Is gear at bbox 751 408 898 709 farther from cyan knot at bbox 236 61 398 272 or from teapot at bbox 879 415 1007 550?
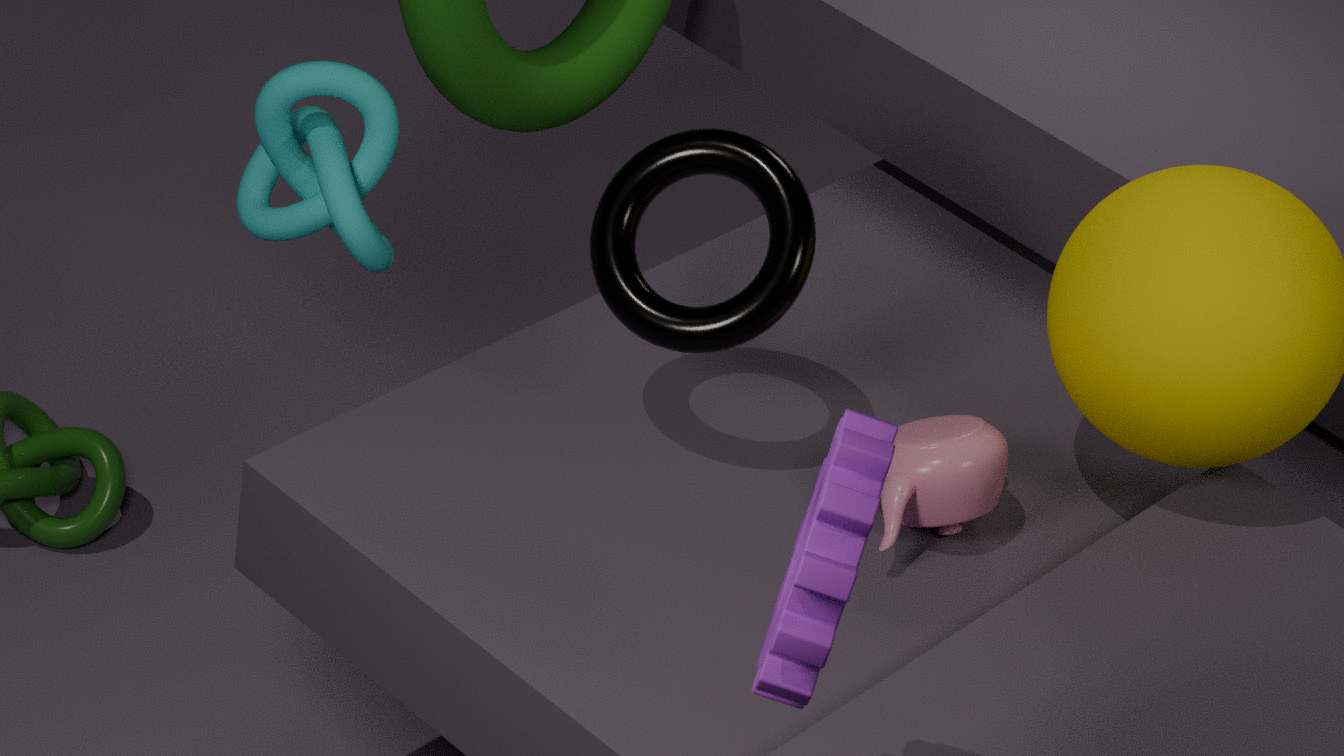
cyan knot at bbox 236 61 398 272
